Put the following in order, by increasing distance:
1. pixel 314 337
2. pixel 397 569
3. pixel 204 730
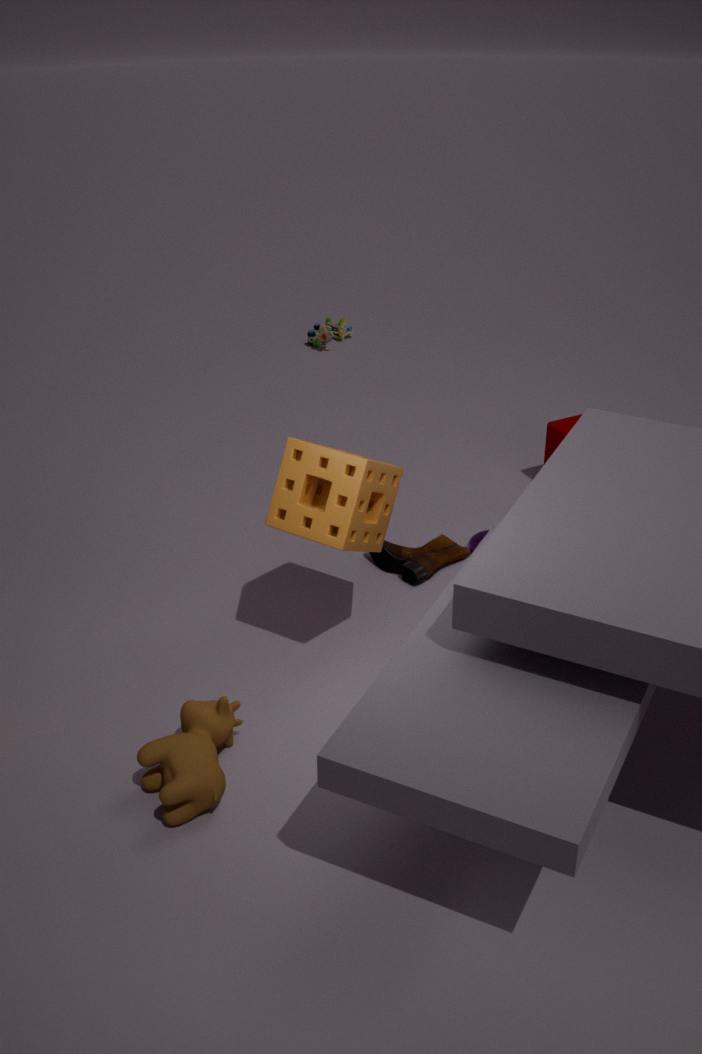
1. pixel 204 730
2. pixel 397 569
3. pixel 314 337
